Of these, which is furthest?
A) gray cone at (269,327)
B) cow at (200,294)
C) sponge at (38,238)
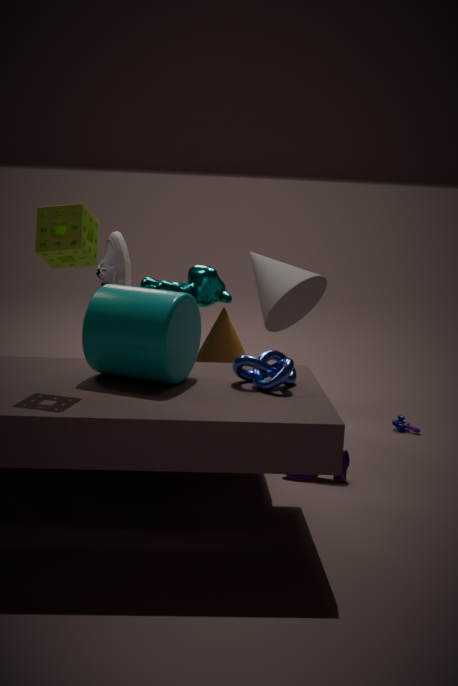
gray cone at (269,327)
